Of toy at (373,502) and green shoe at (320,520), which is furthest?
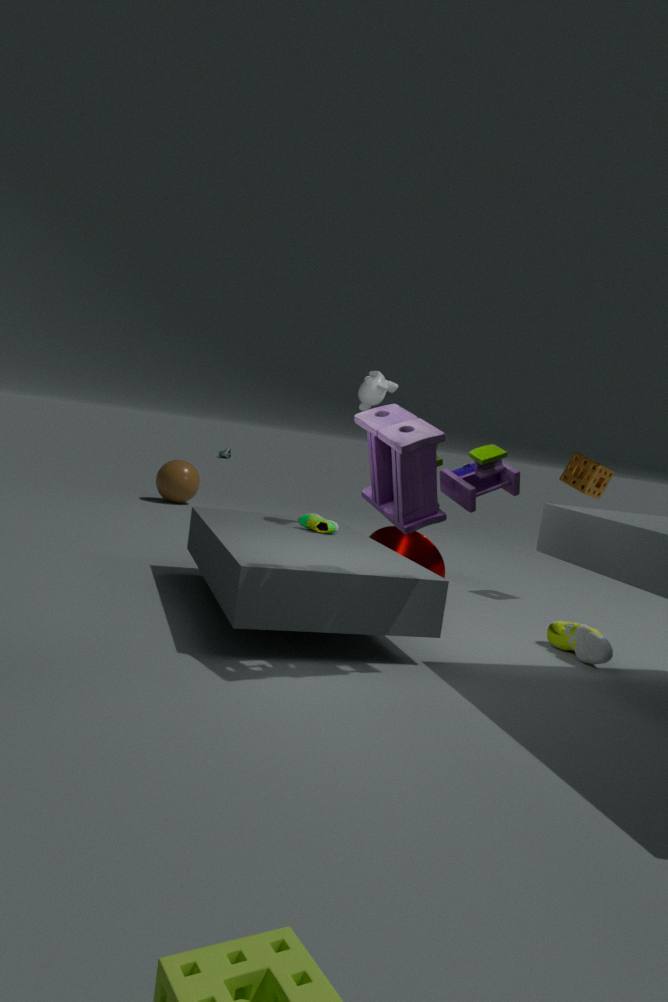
green shoe at (320,520)
